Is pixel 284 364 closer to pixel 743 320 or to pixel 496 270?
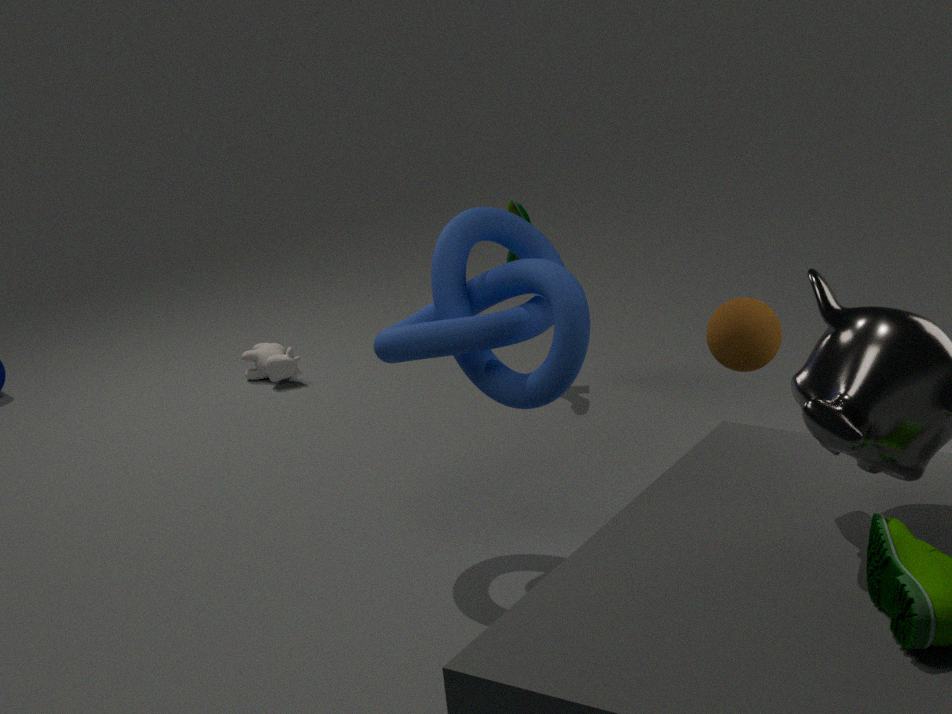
pixel 496 270
